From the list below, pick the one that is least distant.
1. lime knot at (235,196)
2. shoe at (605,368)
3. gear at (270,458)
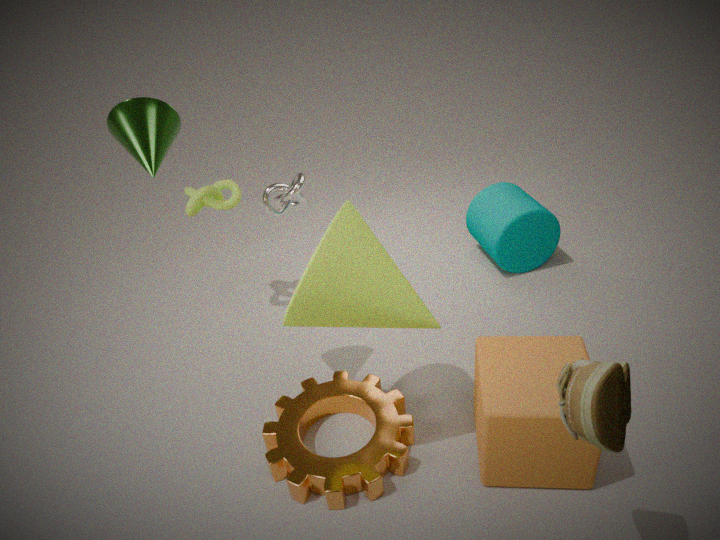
shoe at (605,368)
